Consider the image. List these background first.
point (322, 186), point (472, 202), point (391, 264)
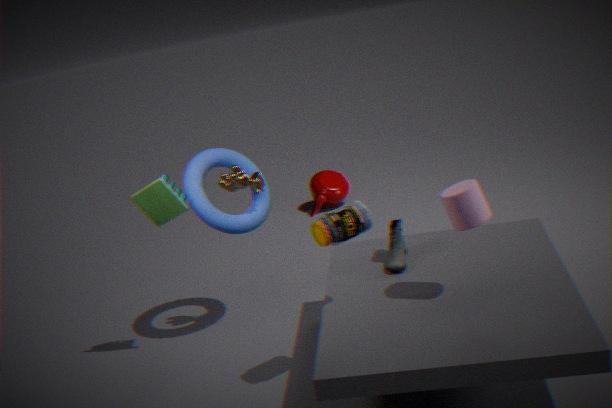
1. point (322, 186)
2. point (391, 264)
3. point (472, 202)
